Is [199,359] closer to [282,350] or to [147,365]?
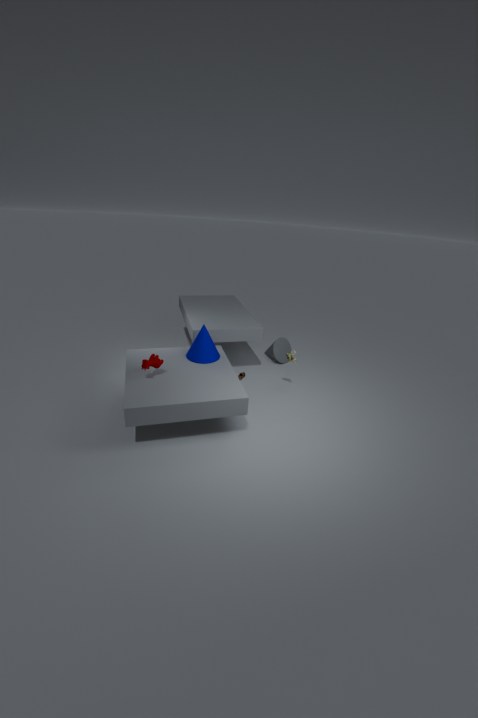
[147,365]
